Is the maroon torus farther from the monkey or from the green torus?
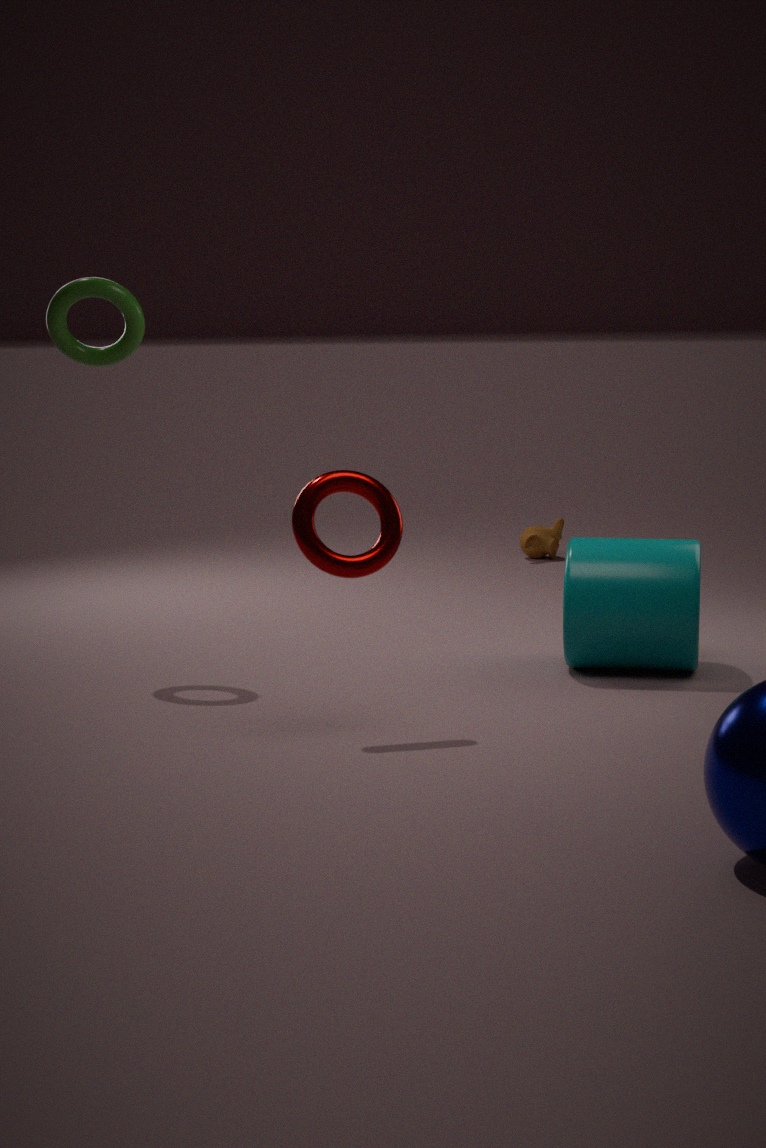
the monkey
